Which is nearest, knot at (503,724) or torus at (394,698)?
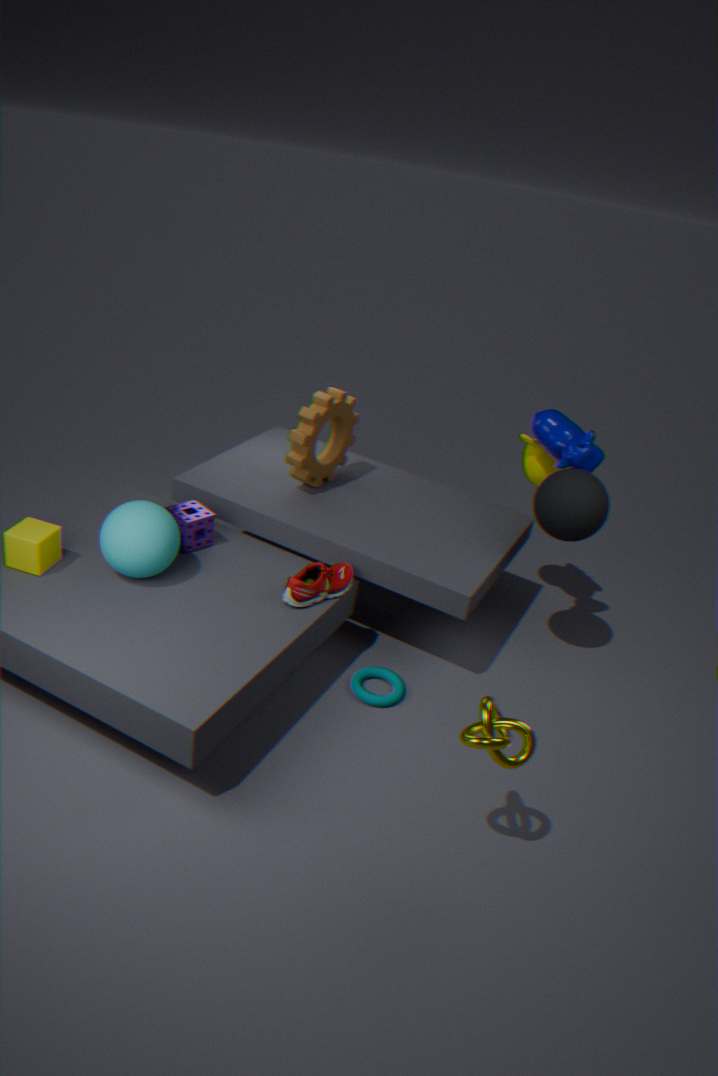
knot at (503,724)
